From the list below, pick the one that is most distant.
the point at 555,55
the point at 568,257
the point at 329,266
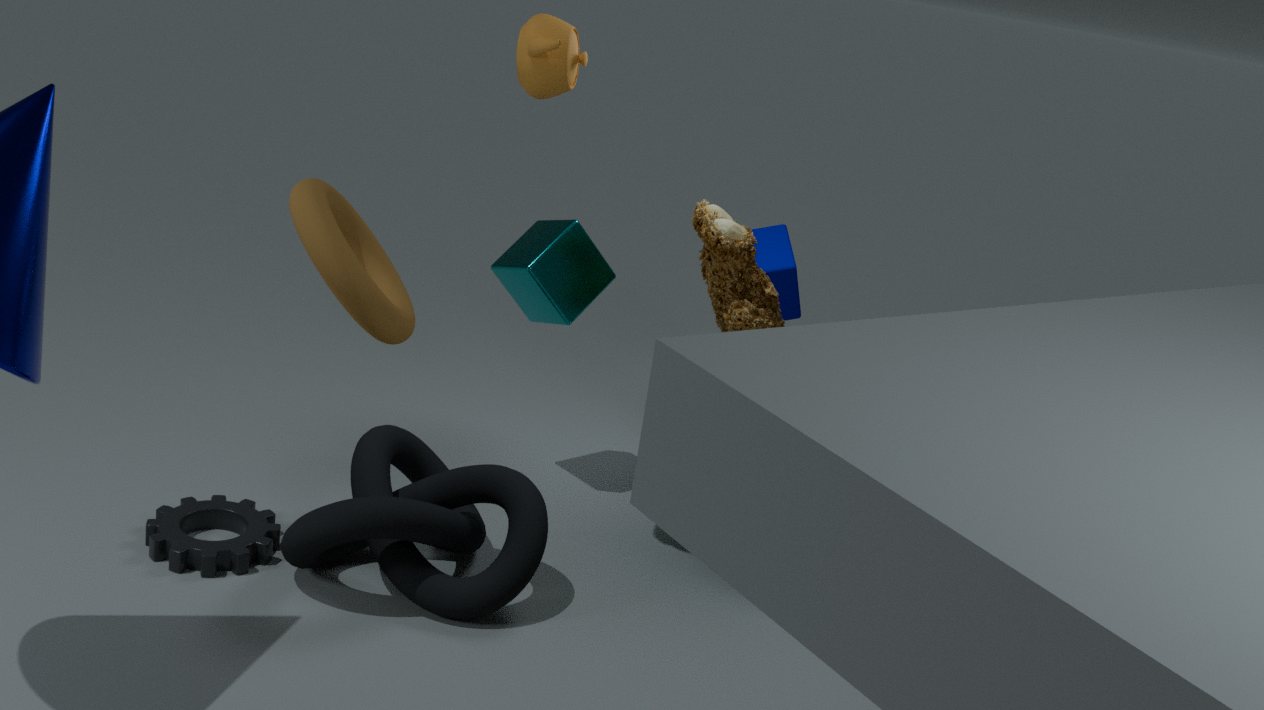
the point at 568,257
